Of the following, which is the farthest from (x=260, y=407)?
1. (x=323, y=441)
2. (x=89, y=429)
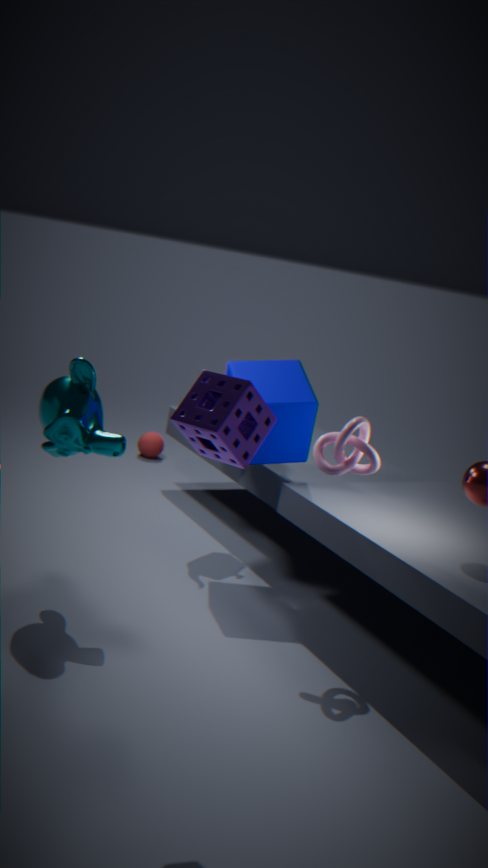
(x=89, y=429)
